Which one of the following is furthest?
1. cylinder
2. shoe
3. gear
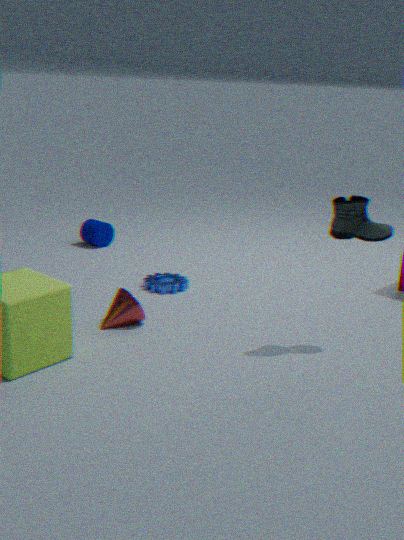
cylinder
